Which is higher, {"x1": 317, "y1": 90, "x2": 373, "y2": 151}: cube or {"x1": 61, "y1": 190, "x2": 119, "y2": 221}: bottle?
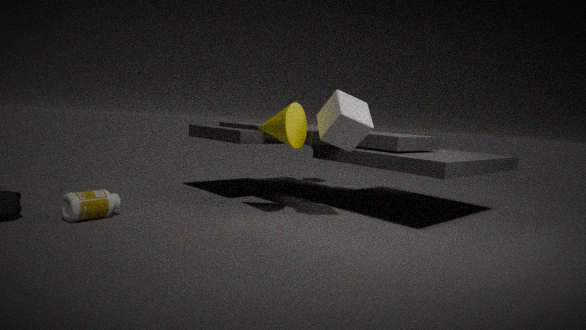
{"x1": 317, "y1": 90, "x2": 373, "y2": 151}: cube
